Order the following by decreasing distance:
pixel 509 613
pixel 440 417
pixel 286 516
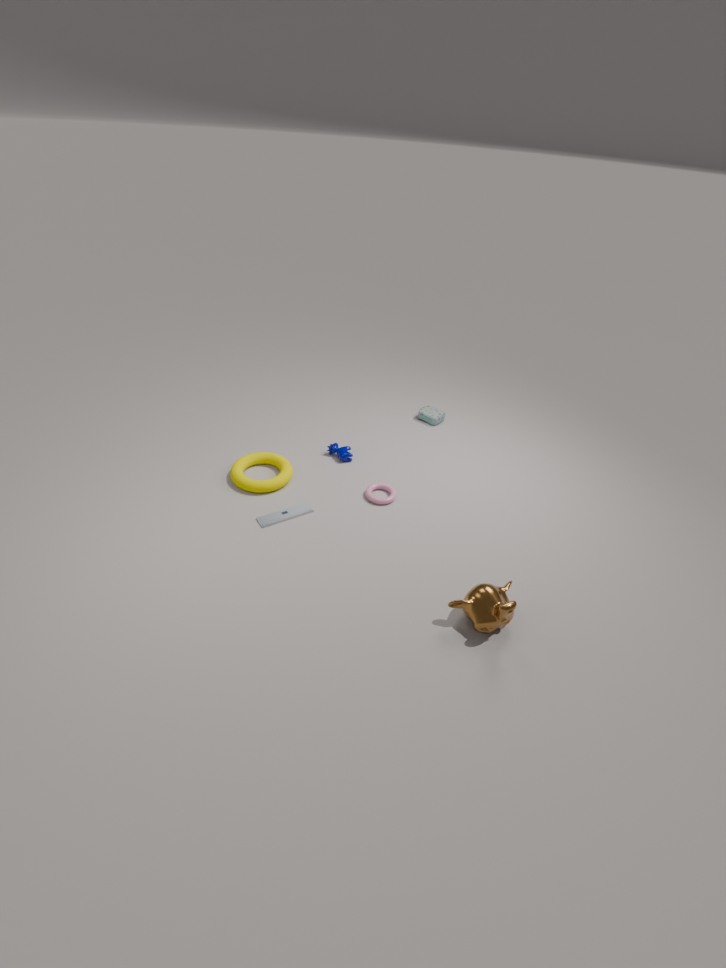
pixel 440 417, pixel 286 516, pixel 509 613
